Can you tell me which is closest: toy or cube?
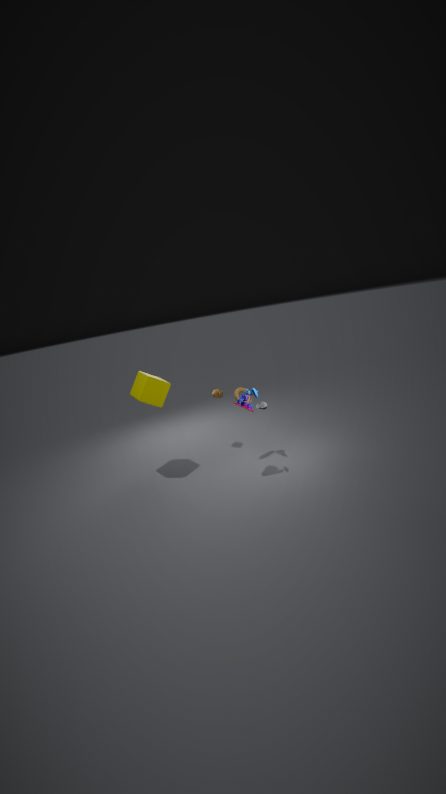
toy
